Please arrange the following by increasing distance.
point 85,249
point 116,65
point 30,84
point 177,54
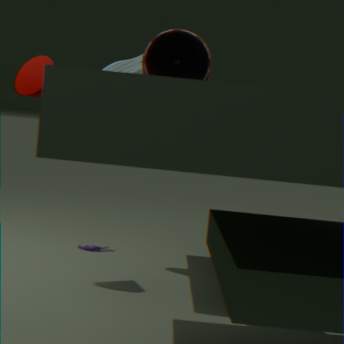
point 177,54 → point 30,84 → point 116,65 → point 85,249
